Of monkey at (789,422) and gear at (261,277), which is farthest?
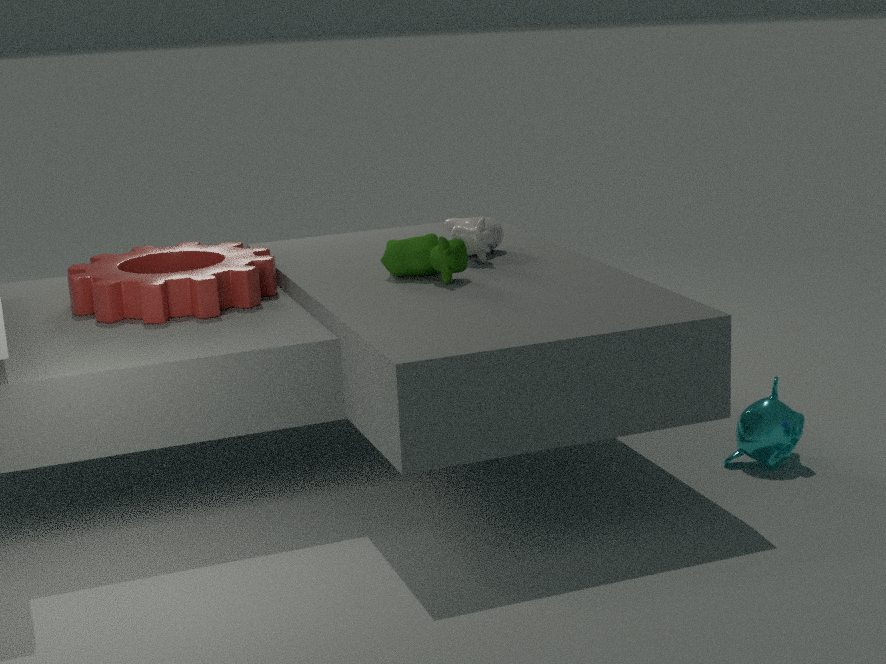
gear at (261,277)
